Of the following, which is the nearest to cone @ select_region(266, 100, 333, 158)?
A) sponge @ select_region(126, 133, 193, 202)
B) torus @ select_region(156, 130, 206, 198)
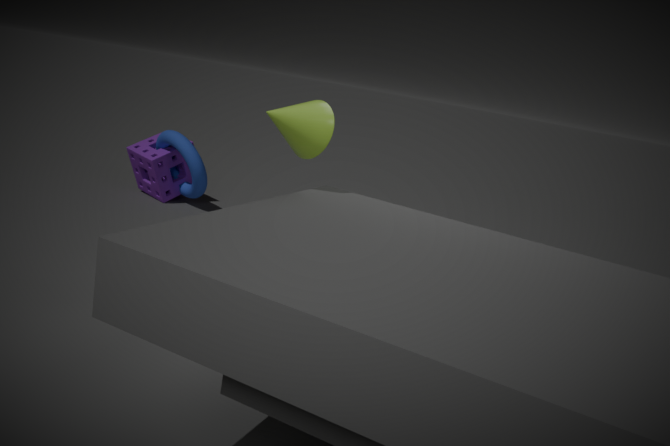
torus @ select_region(156, 130, 206, 198)
